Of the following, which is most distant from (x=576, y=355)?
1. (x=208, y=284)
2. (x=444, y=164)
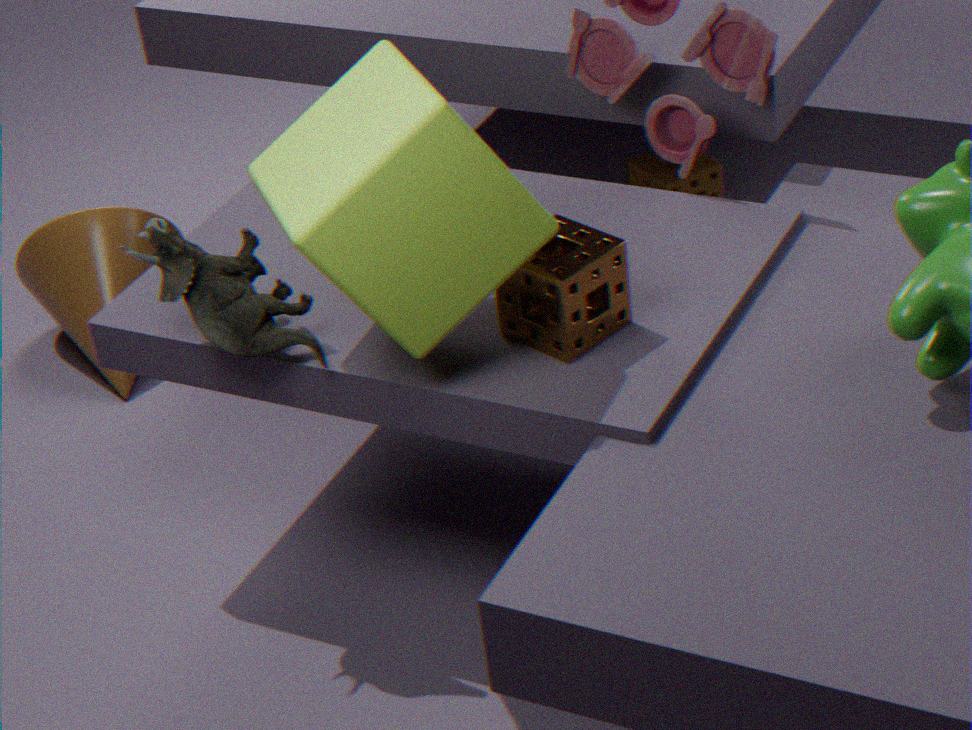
(x=208, y=284)
